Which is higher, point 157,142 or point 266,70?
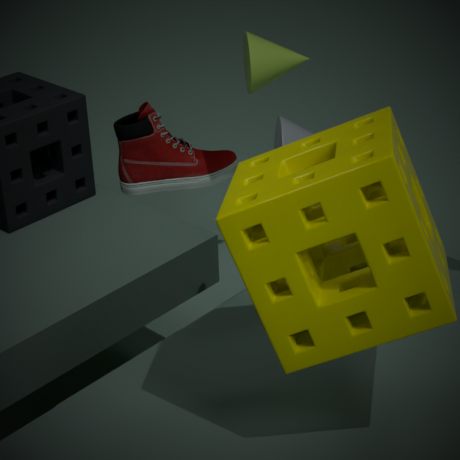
point 266,70
